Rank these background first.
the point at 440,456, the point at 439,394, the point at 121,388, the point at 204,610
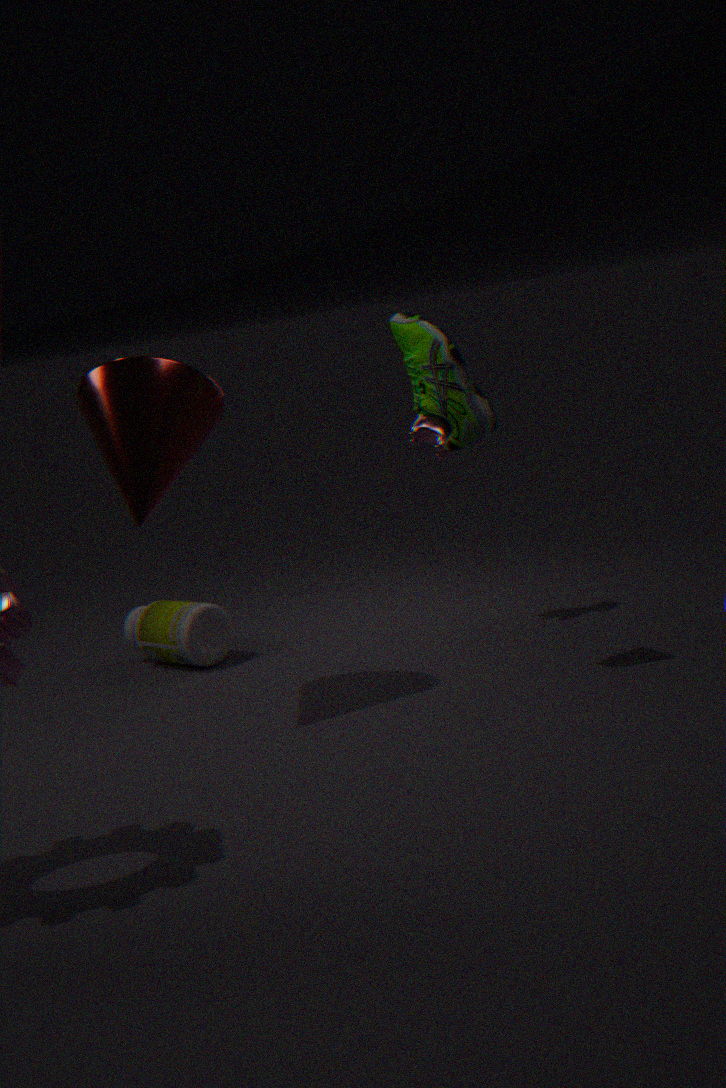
the point at 204,610
the point at 440,456
the point at 121,388
the point at 439,394
